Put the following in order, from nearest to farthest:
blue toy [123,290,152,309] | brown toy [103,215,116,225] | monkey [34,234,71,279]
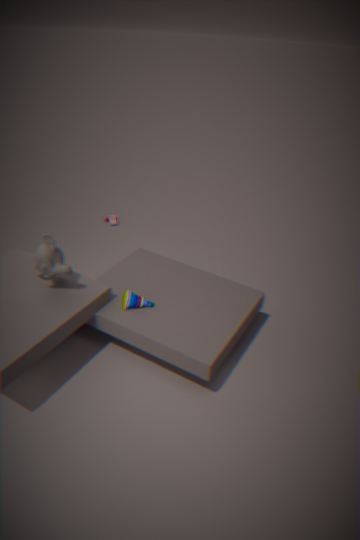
monkey [34,234,71,279]
blue toy [123,290,152,309]
brown toy [103,215,116,225]
